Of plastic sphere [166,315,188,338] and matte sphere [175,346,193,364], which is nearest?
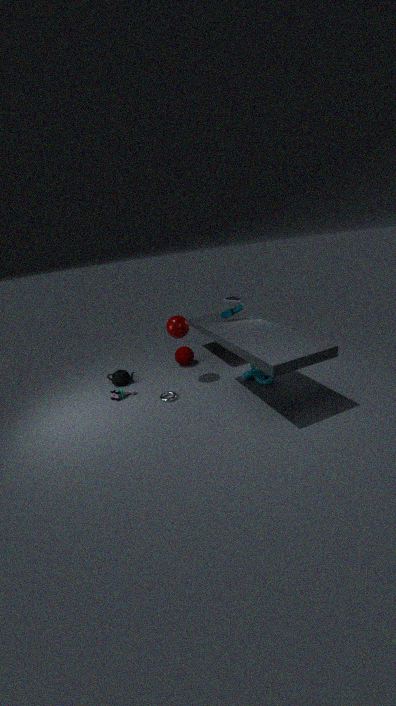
plastic sphere [166,315,188,338]
